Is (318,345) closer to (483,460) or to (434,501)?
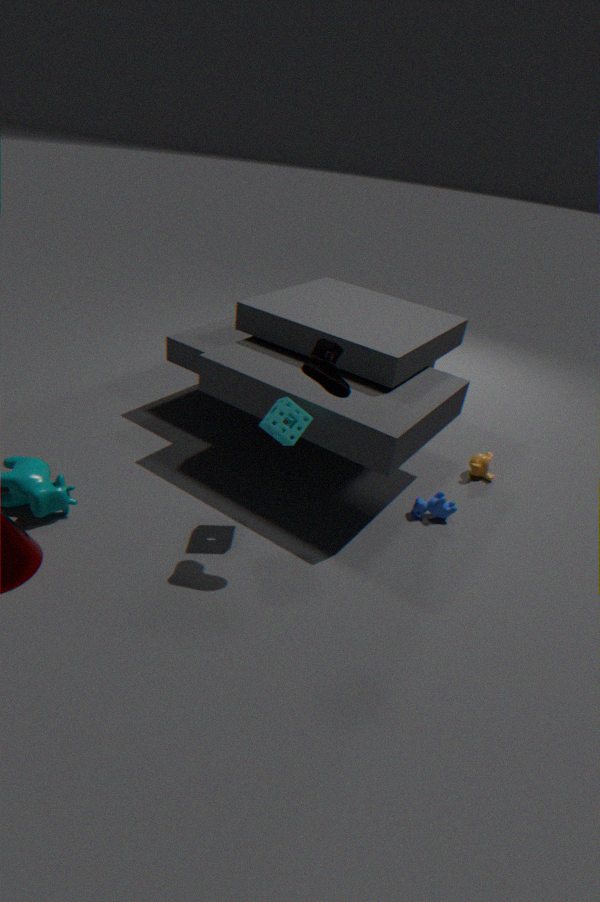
(434,501)
